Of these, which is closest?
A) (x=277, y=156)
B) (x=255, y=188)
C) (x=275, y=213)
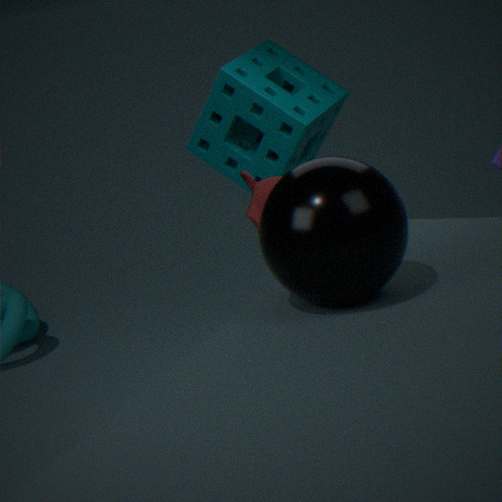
(x=275, y=213)
